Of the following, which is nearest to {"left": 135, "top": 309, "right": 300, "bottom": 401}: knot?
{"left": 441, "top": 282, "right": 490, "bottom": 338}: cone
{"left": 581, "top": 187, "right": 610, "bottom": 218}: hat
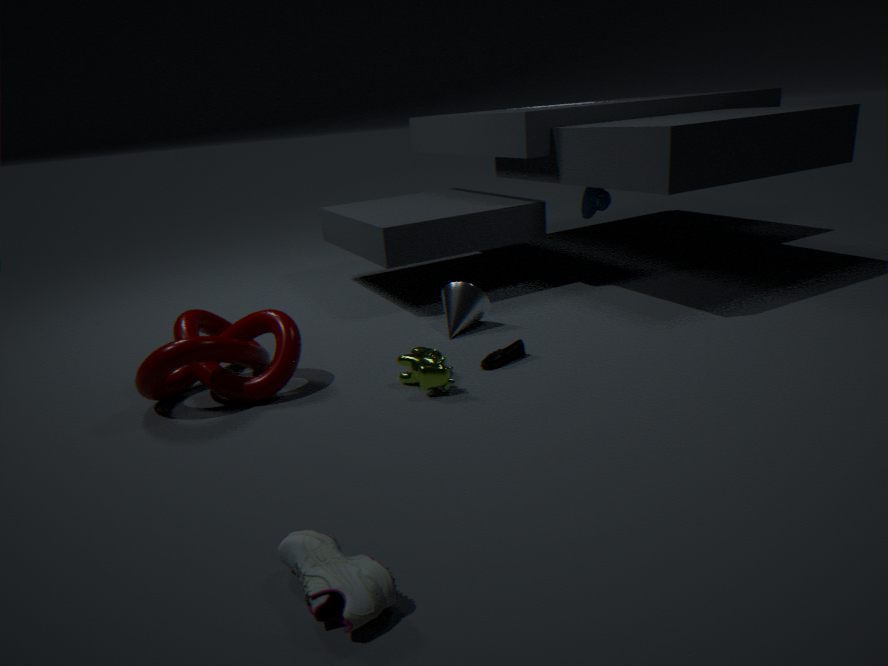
{"left": 441, "top": 282, "right": 490, "bottom": 338}: cone
